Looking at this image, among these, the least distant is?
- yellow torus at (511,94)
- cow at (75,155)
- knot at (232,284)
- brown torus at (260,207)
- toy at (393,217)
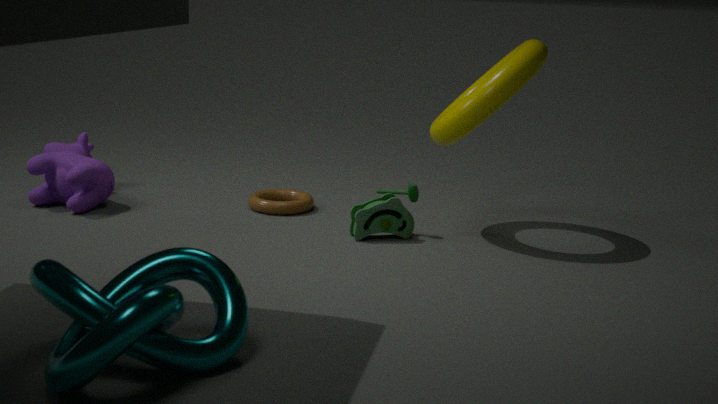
knot at (232,284)
